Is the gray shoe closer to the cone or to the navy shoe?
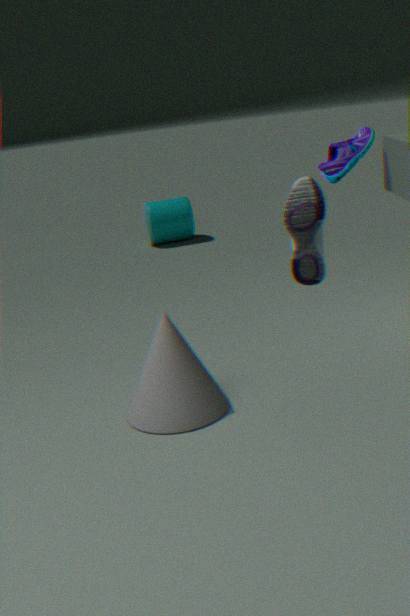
the cone
